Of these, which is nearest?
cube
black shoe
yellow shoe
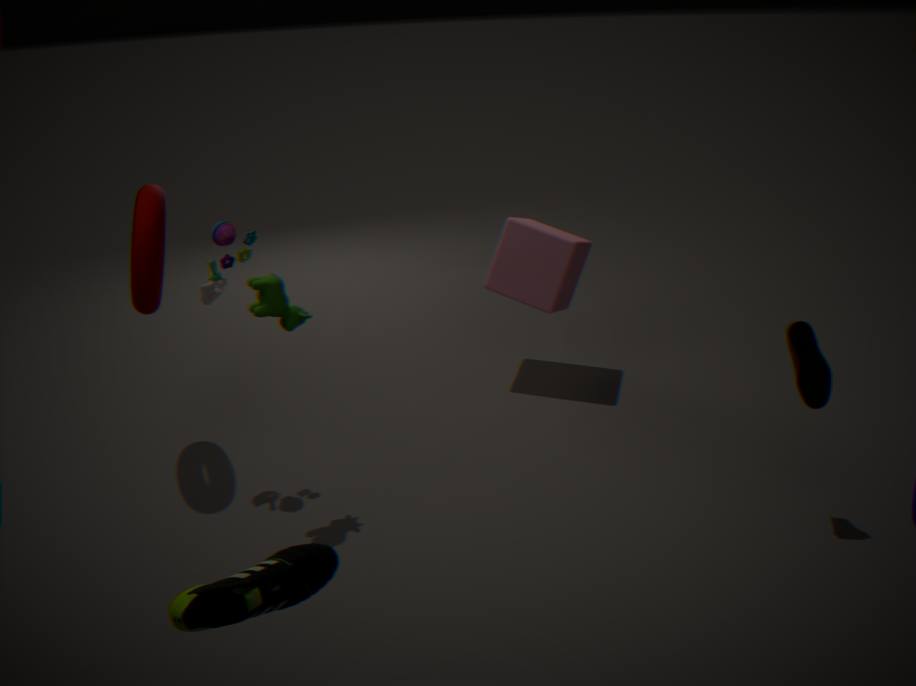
black shoe
